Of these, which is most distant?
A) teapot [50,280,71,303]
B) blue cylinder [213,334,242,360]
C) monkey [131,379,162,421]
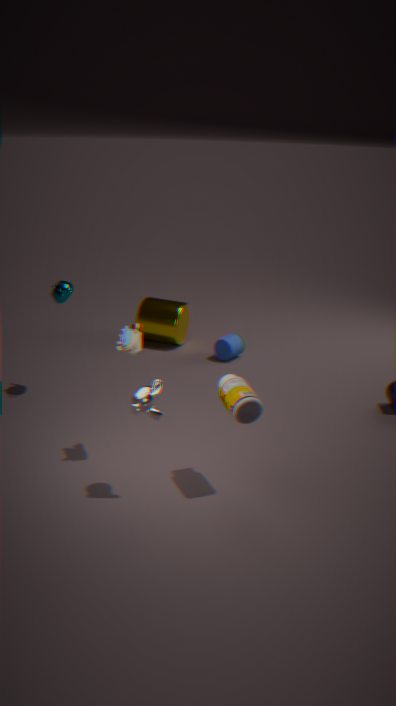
blue cylinder [213,334,242,360]
